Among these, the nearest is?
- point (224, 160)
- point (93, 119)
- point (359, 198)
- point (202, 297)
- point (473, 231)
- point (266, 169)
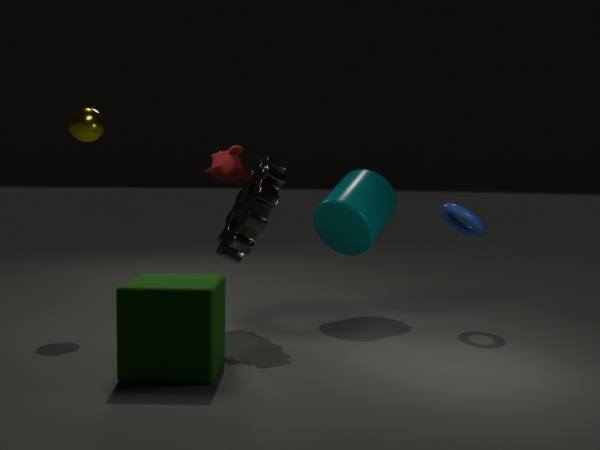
point (202, 297)
